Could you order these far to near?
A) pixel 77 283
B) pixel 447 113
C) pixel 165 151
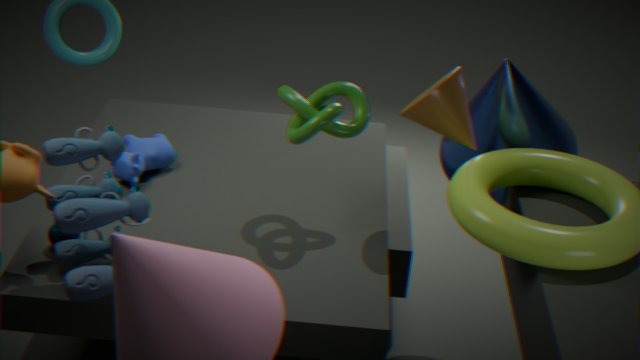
C. pixel 165 151, B. pixel 447 113, A. pixel 77 283
